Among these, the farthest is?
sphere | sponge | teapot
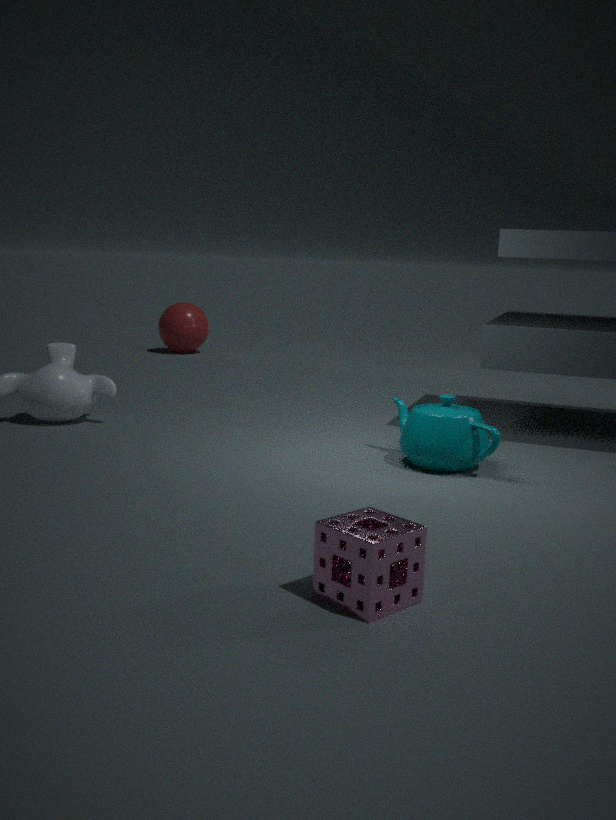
sphere
